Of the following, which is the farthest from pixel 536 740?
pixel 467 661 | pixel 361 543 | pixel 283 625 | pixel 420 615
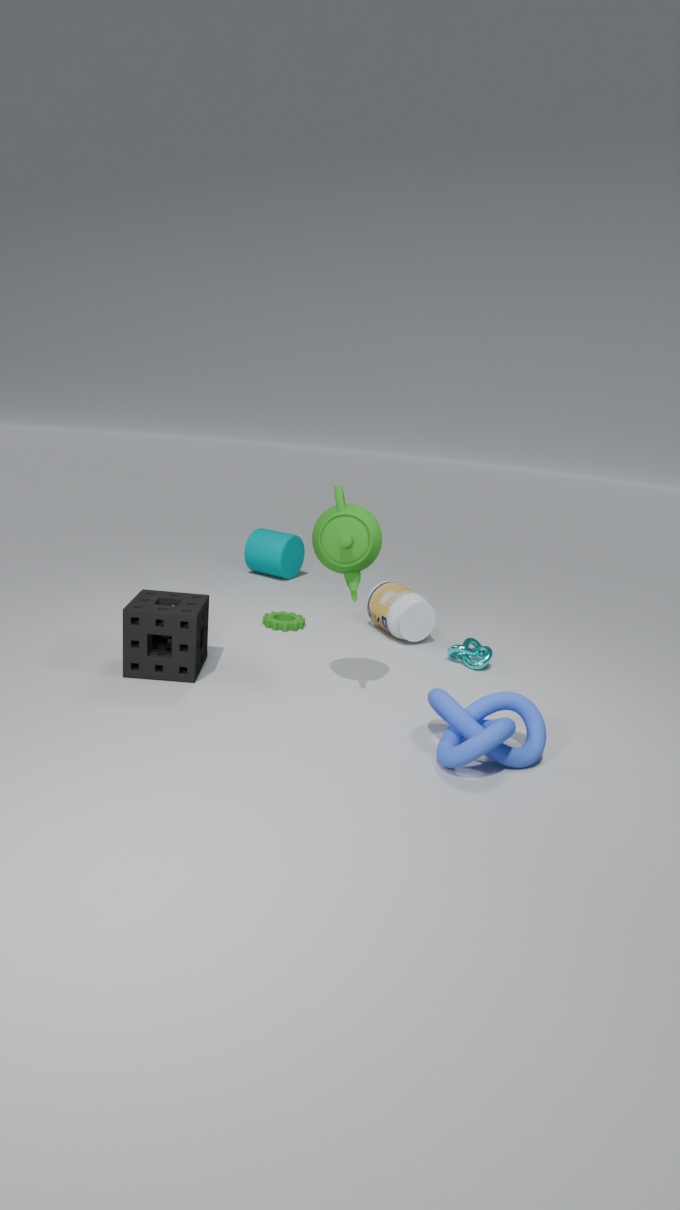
pixel 283 625
